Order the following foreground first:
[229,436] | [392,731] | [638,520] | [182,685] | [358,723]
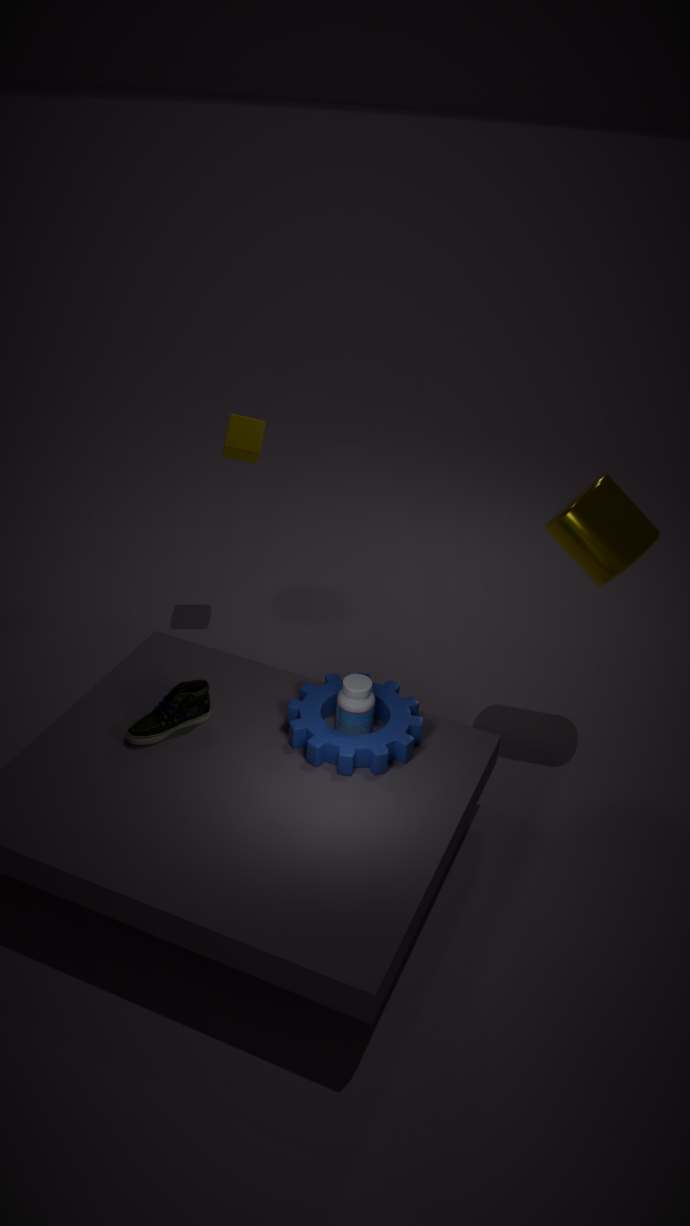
[358,723] < [392,731] < [182,685] < [638,520] < [229,436]
